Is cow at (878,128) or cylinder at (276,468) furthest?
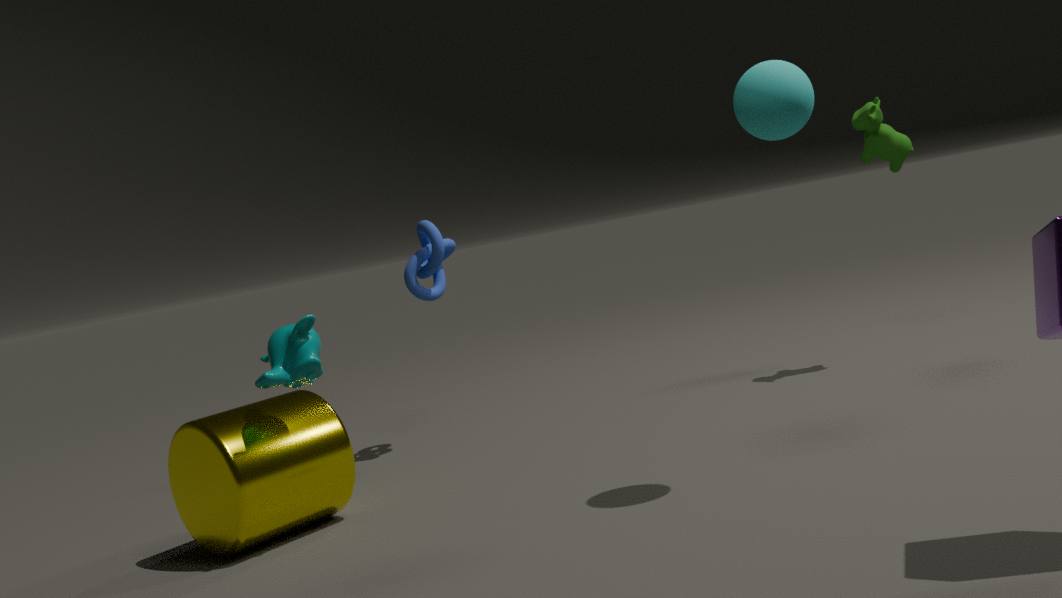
cow at (878,128)
